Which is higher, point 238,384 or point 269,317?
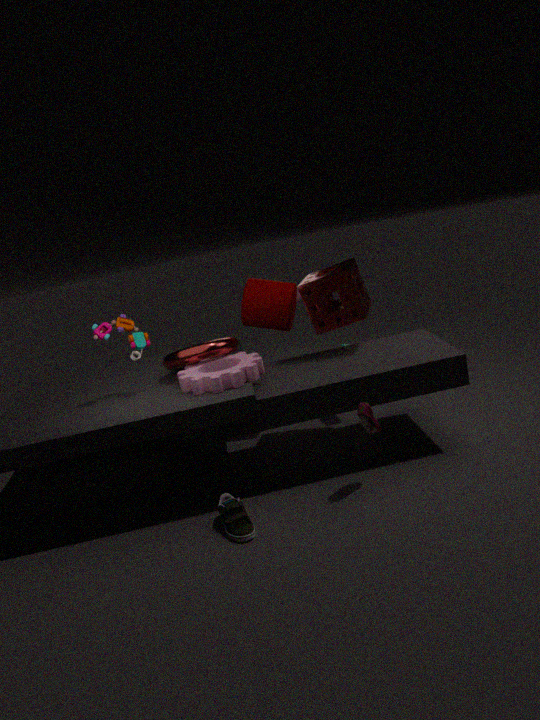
point 269,317
